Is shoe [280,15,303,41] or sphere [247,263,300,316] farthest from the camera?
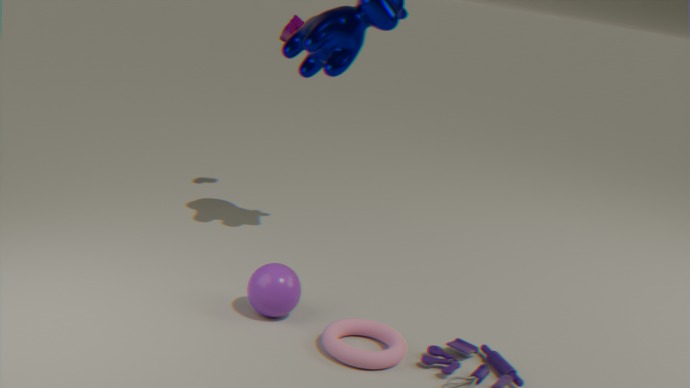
shoe [280,15,303,41]
